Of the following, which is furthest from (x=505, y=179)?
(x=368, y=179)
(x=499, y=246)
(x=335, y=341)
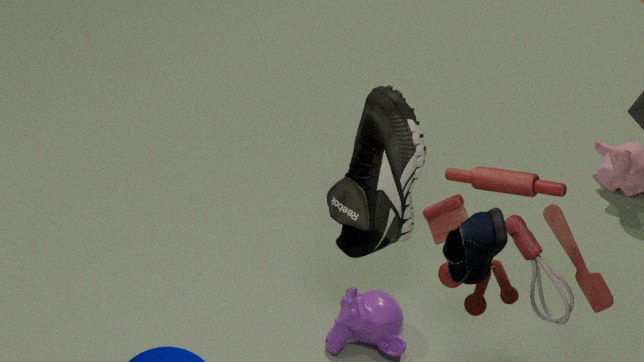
(x=335, y=341)
